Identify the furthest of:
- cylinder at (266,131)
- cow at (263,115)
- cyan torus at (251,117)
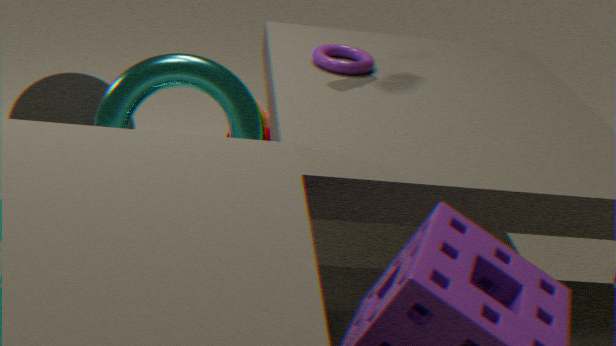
cow at (263,115)
